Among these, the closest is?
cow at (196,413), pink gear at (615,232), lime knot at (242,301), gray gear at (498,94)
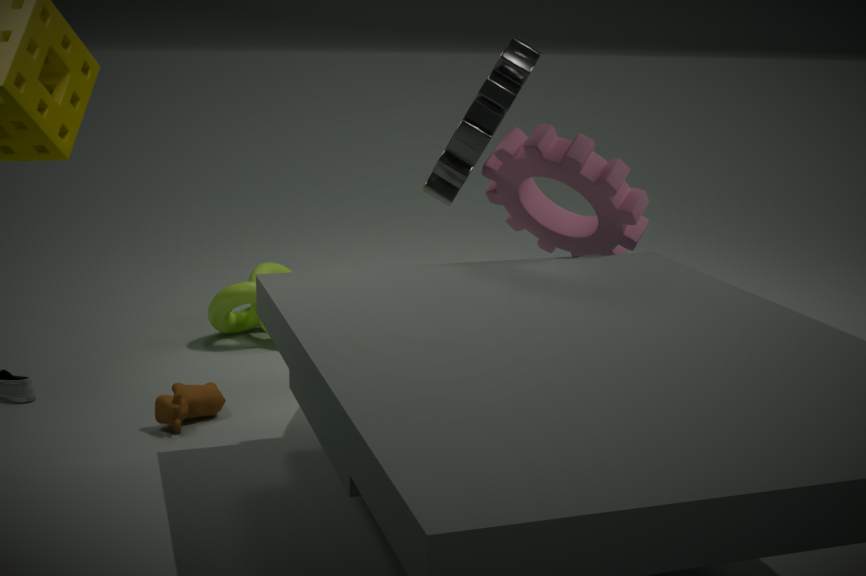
gray gear at (498,94)
